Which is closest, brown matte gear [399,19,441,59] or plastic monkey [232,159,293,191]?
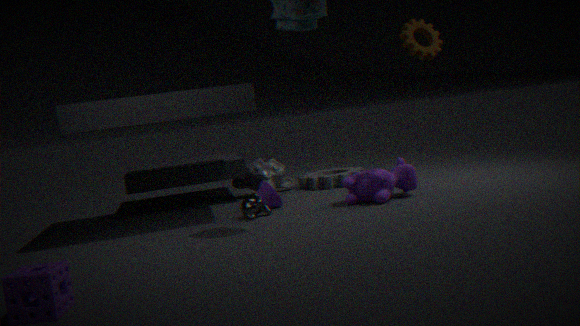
brown matte gear [399,19,441,59]
